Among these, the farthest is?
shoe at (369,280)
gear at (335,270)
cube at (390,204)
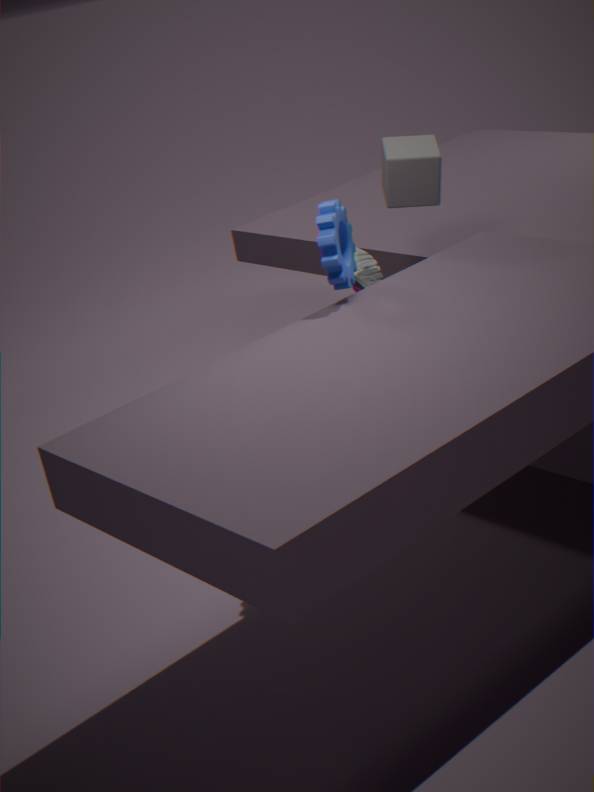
shoe at (369,280)
